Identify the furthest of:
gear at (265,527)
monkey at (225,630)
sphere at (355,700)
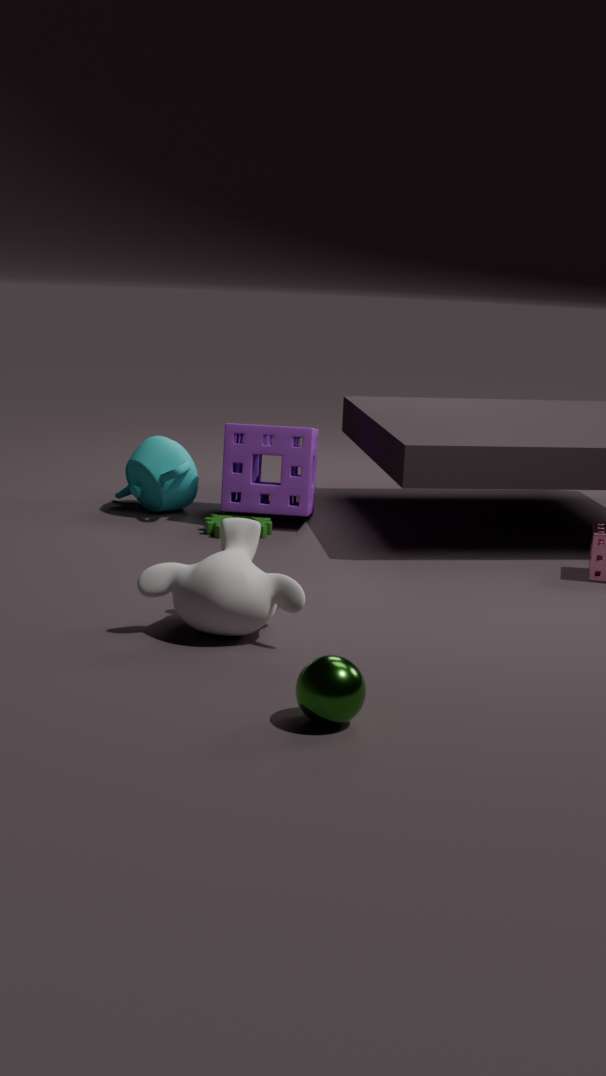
gear at (265,527)
